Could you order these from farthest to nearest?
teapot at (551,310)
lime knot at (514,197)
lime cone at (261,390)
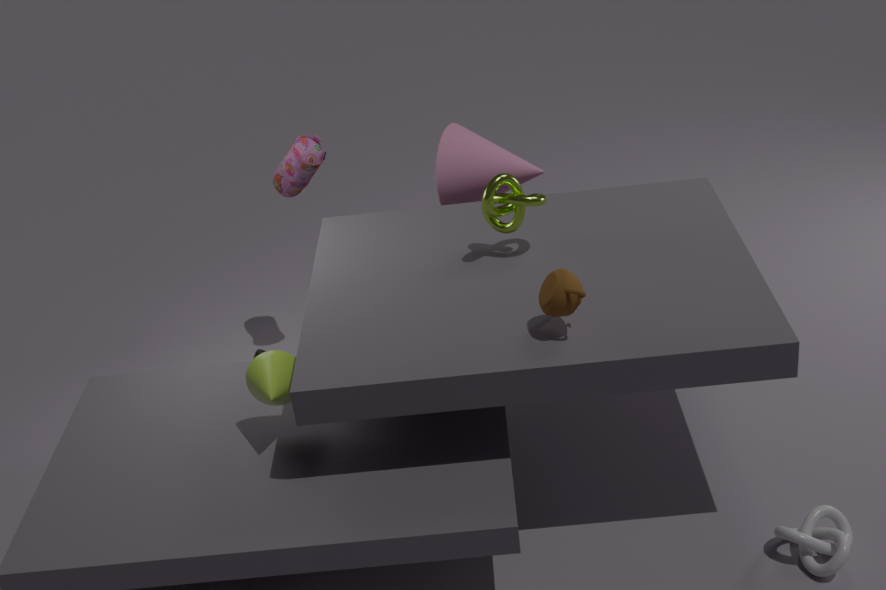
lime knot at (514,197) → lime cone at (261,390) → teapot at (551,310)
